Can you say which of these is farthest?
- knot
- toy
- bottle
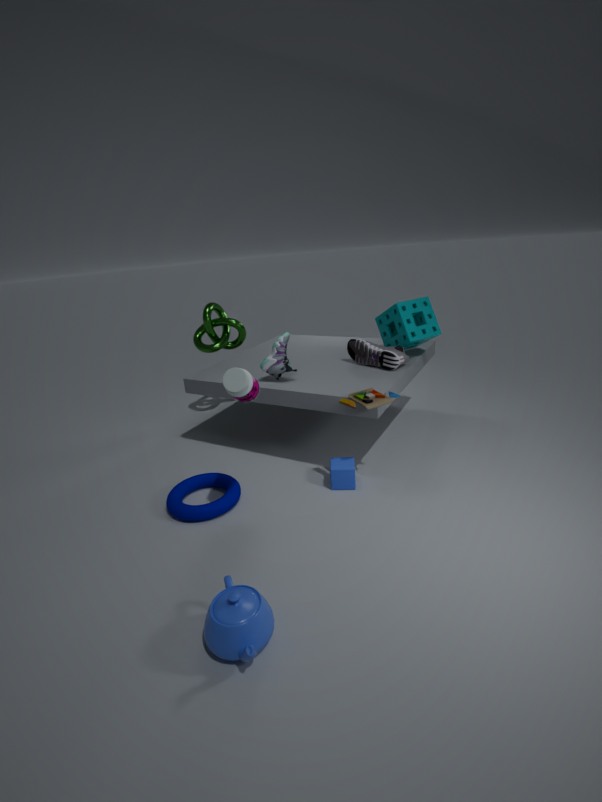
knot
